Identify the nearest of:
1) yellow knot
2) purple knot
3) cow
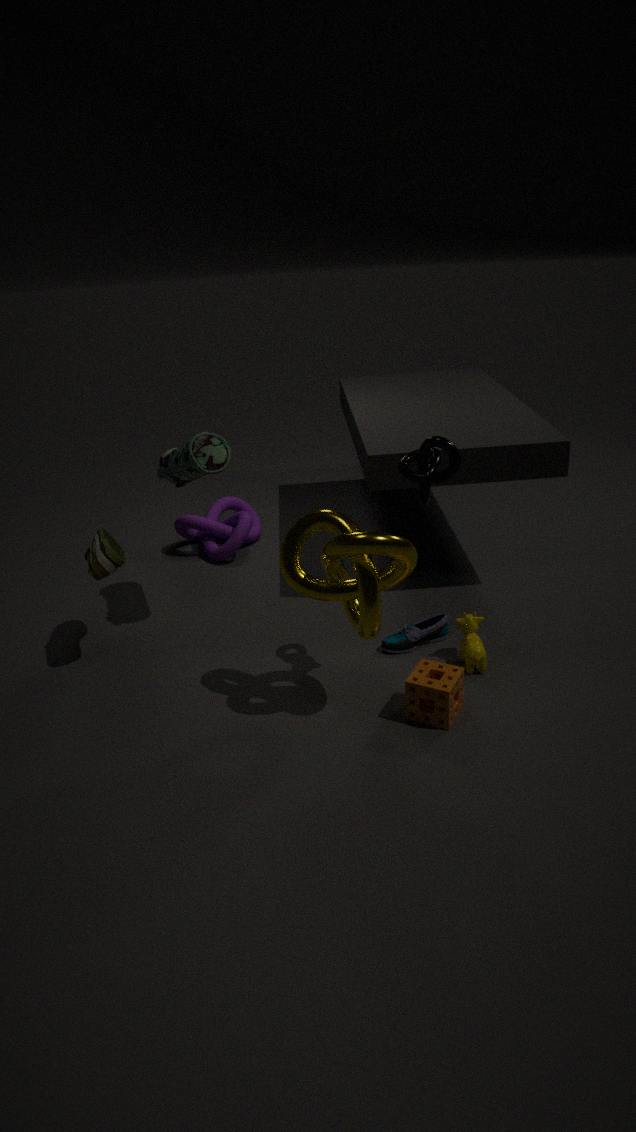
1. yellow knot
